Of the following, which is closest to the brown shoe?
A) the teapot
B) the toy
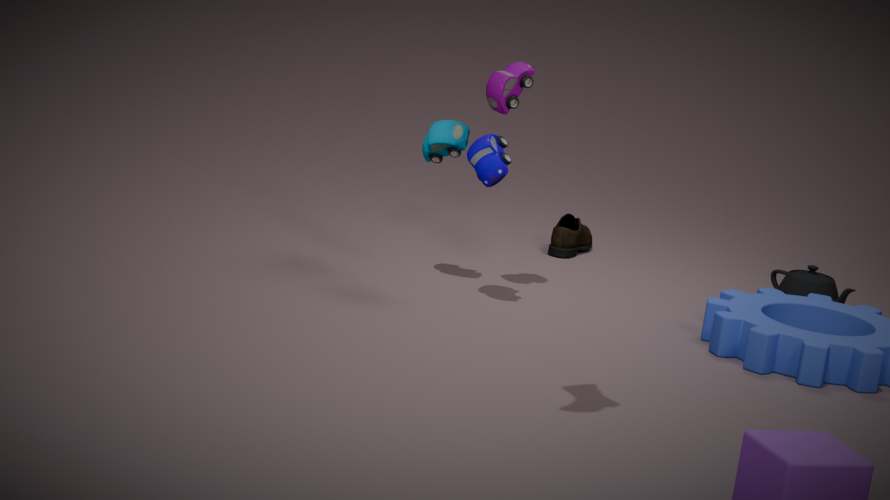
the teapot
